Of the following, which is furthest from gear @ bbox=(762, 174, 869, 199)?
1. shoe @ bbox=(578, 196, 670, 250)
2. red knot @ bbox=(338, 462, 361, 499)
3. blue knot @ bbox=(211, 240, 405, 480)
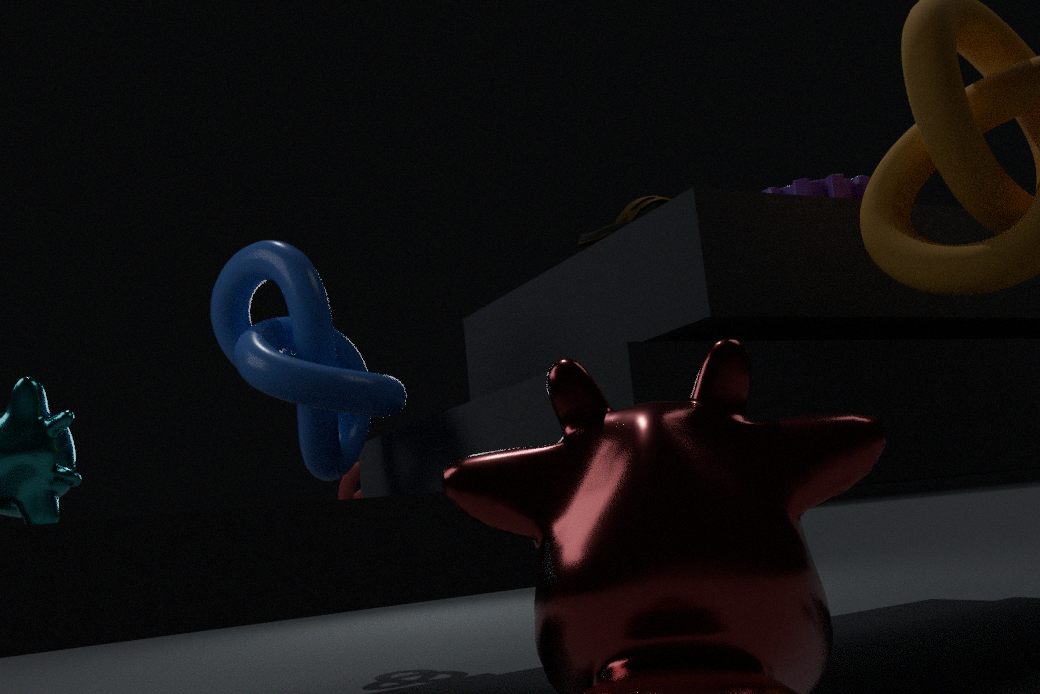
red knot @ bbox=(338, 462, 361, 499)
